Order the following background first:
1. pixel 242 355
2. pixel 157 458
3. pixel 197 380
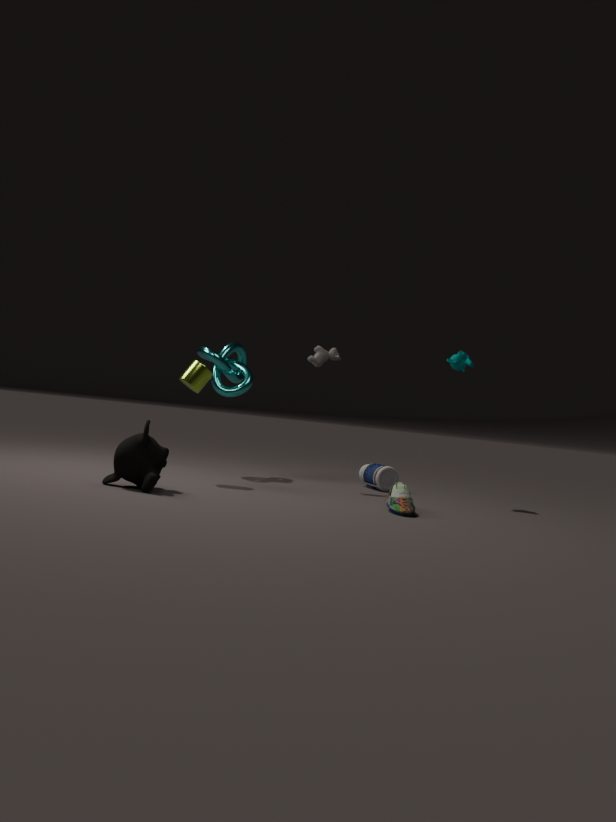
1. pixel 242 355
2. pixel 197 380
3. pixel 157 458
